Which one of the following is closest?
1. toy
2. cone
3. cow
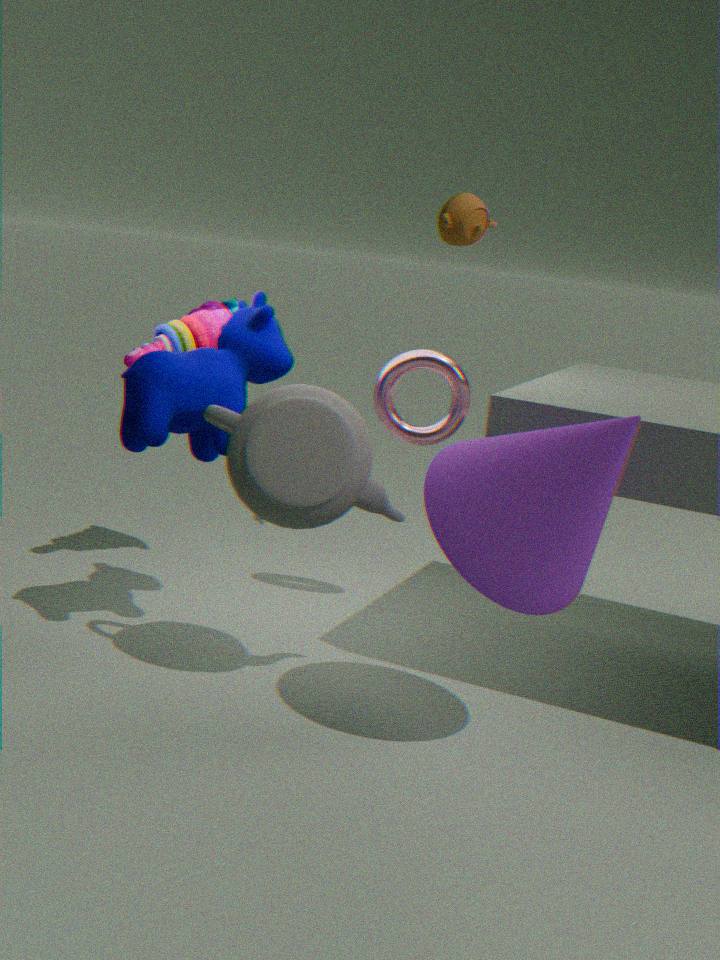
cone
